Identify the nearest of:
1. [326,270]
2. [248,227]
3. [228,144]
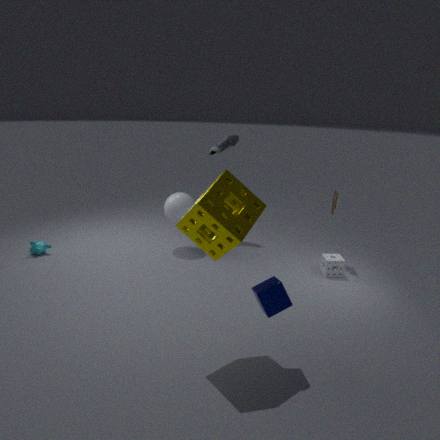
[248,227]
